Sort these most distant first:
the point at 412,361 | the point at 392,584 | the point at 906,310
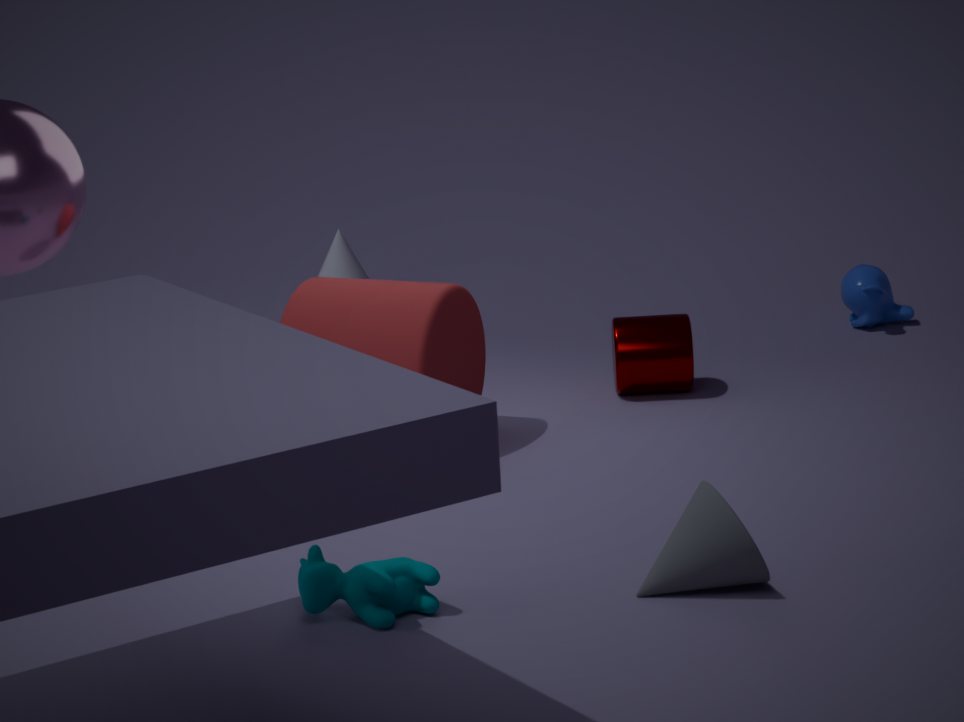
the point at 906,310 < the point at 412,361 < the point at 392,584
